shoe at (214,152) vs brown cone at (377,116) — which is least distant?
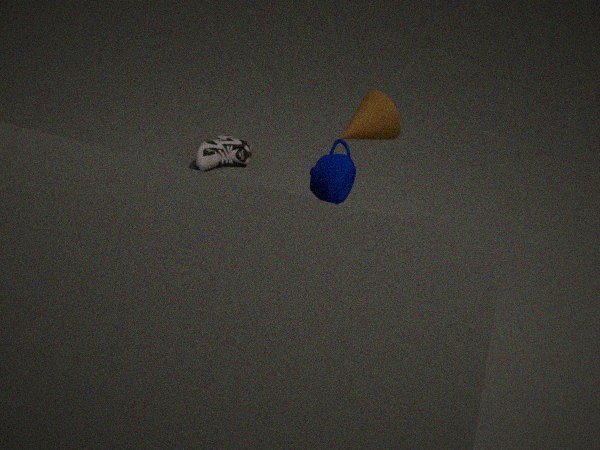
brown cone at (377,116)
